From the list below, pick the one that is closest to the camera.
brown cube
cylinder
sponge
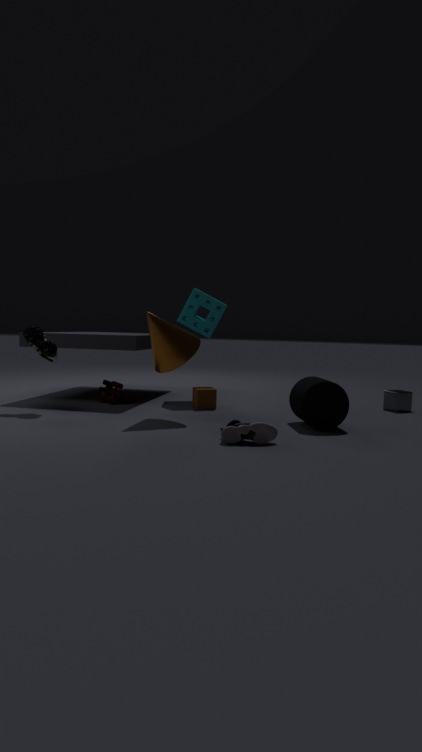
cylinder
